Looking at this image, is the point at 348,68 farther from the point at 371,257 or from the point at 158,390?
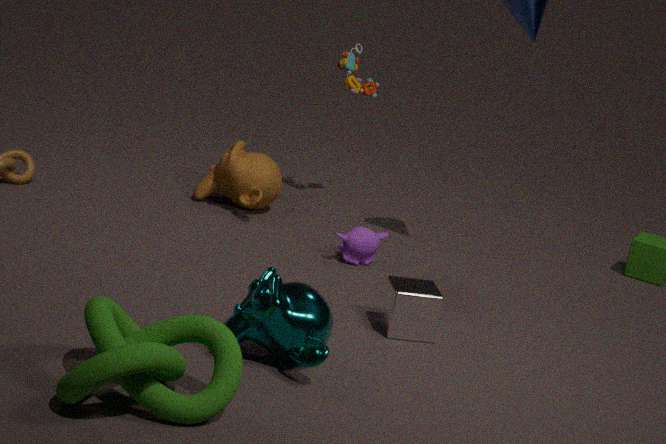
the point at 158,390
